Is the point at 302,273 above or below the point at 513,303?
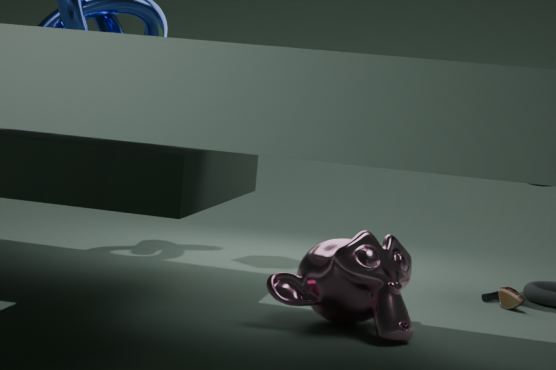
above
